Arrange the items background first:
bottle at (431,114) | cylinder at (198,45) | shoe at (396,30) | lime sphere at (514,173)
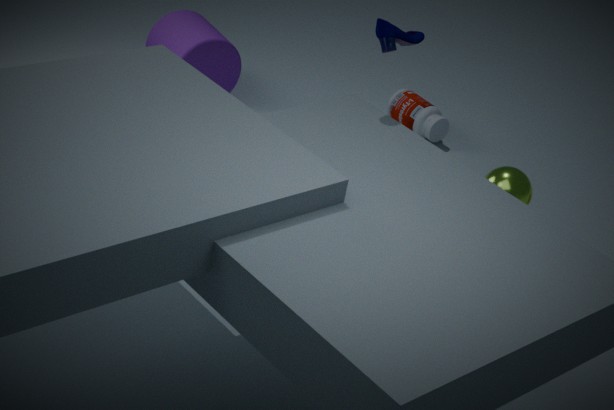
bottle at (431,114), cylinder at (198,45), lime sphere at (514,173), shoe at (396,30)
